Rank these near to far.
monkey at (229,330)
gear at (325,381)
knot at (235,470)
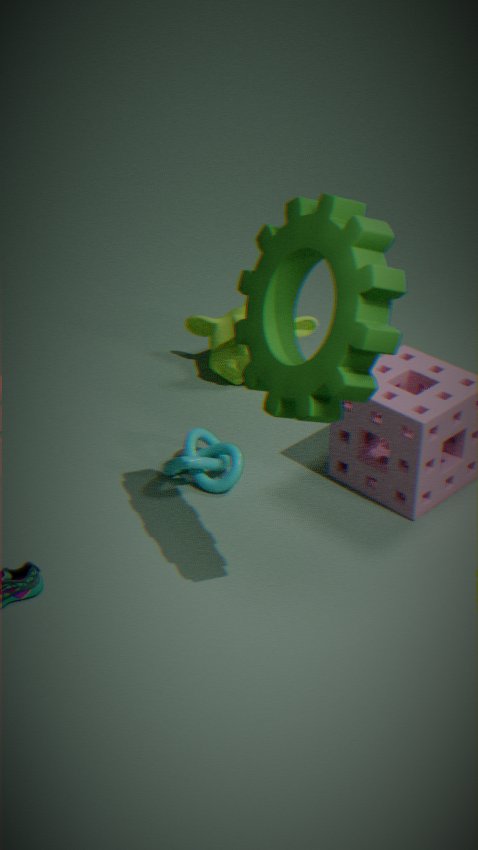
gear at (325,381), knot at (235,470), monkey at (229,330)
